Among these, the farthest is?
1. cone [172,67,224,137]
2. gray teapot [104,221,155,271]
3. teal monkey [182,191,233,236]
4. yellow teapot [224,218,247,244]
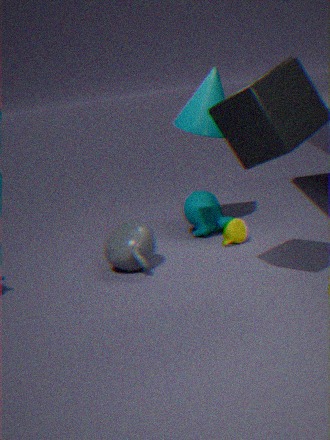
teal monkey [182,191,233,236]
